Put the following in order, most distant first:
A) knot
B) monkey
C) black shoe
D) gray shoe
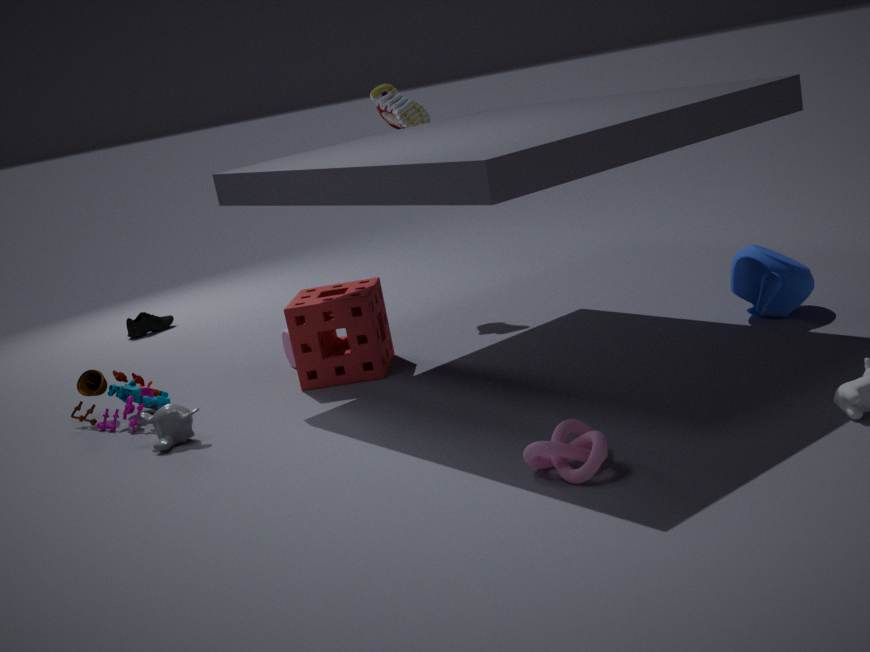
1. black shoe
2. gray shoe
3. monkey
4. knot
